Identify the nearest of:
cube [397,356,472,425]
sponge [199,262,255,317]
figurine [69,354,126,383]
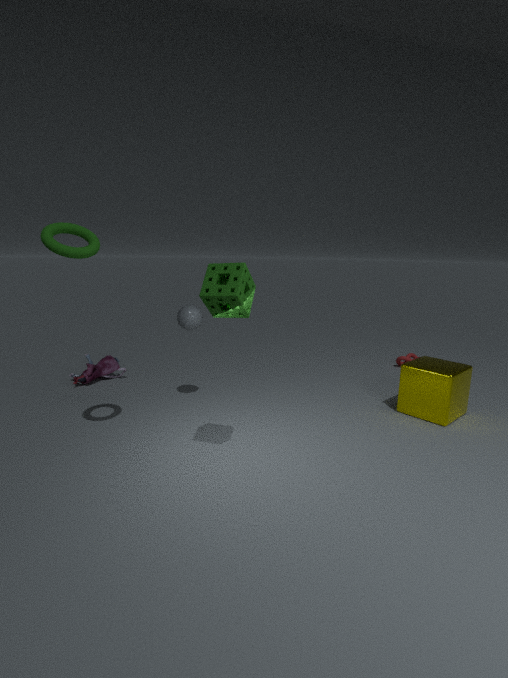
sponge [199,262,255,317]
